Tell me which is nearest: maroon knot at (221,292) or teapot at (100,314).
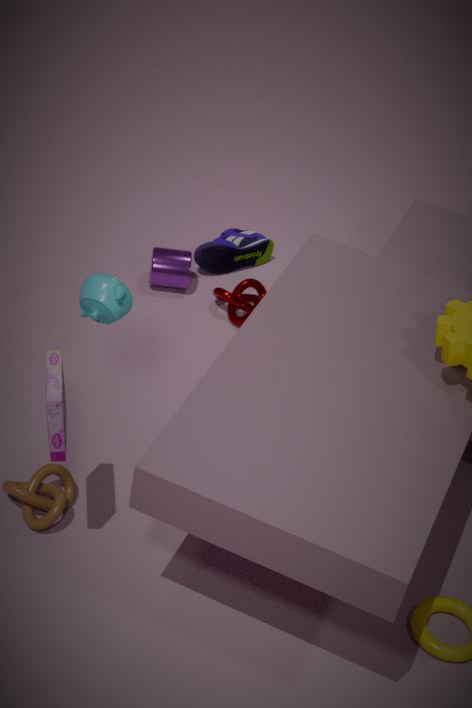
teapot at (100,314)
